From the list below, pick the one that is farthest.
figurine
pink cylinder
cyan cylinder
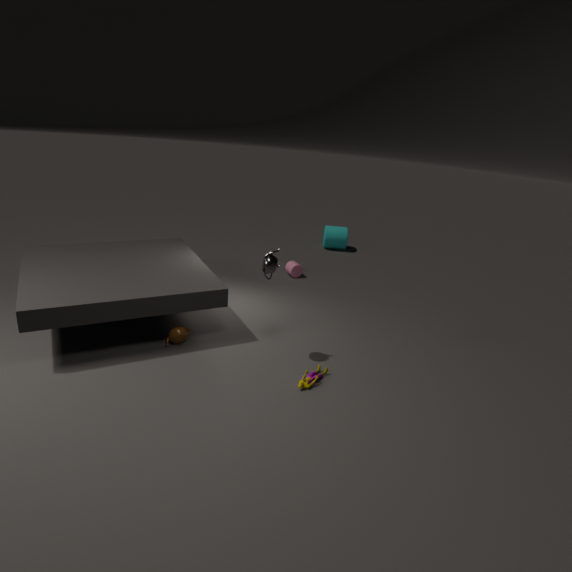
cyan cylinder
